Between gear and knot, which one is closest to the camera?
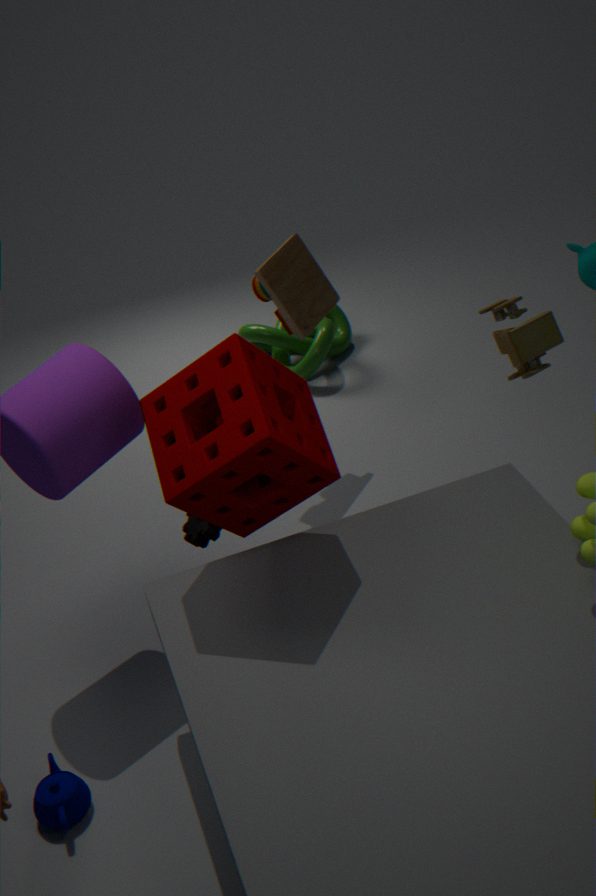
gear
